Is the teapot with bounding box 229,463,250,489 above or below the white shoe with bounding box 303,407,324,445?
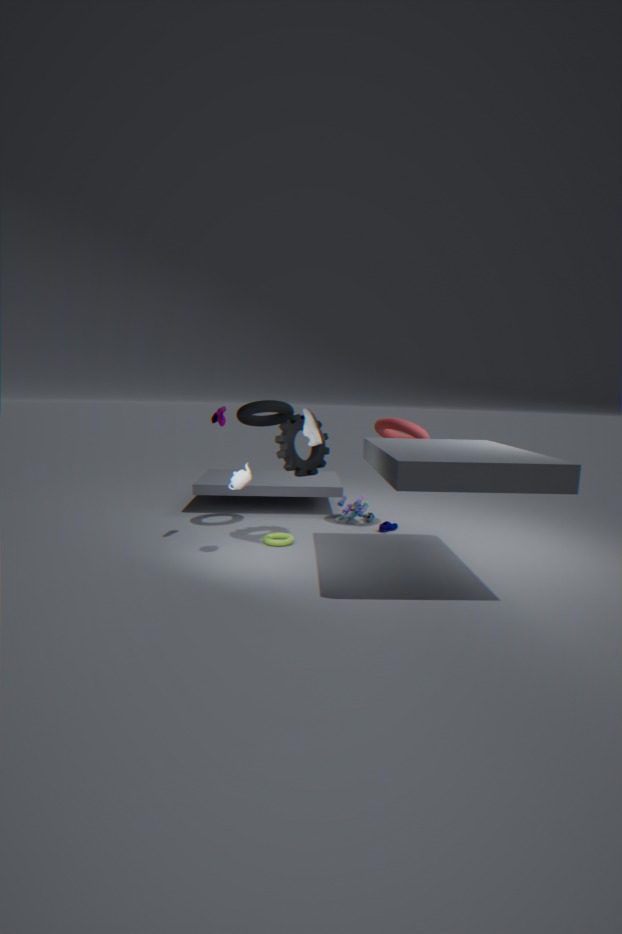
below
